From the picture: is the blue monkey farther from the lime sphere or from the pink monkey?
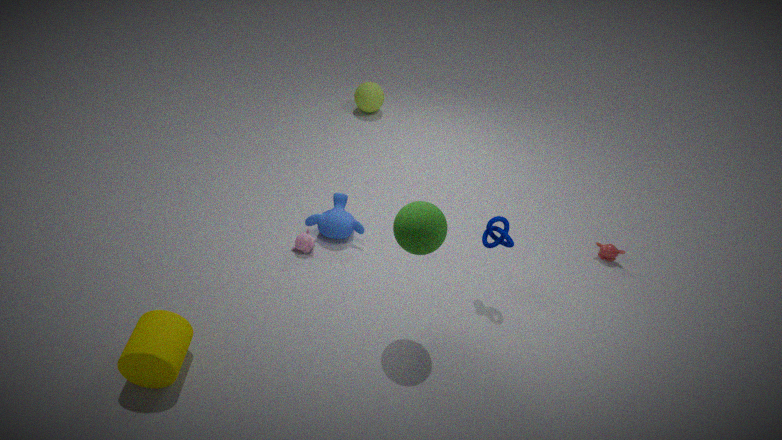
the lime sphere
